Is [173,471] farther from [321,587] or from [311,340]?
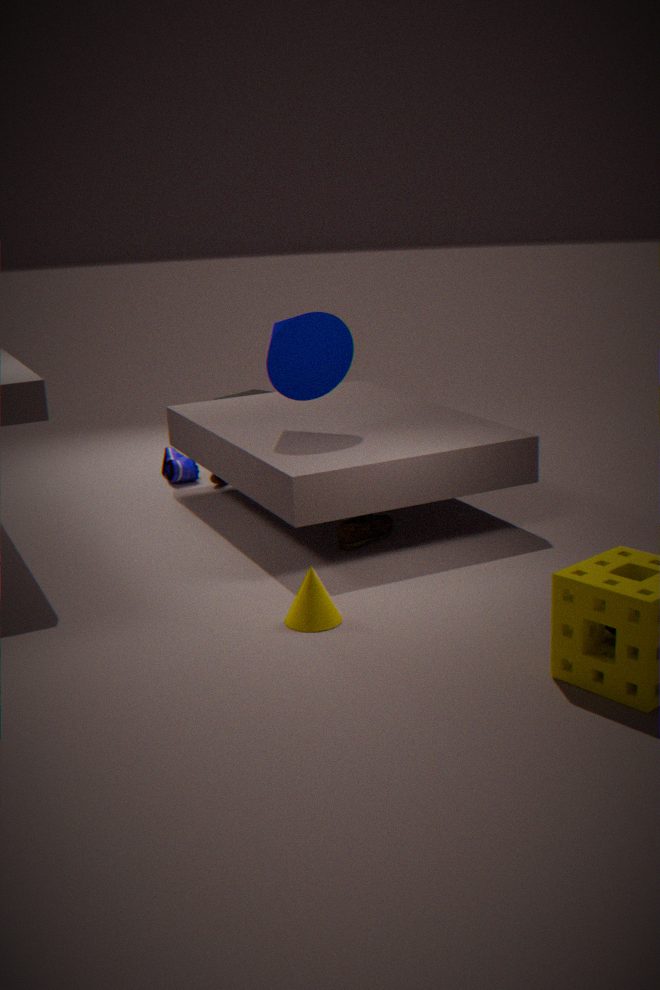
[321,587]
